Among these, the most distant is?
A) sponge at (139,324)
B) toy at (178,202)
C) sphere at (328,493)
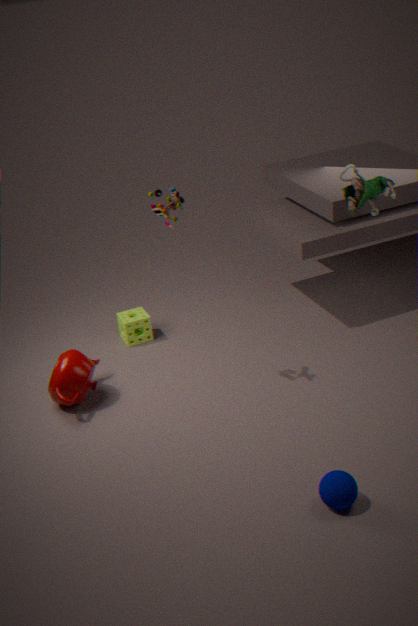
sponge at (139,324)
